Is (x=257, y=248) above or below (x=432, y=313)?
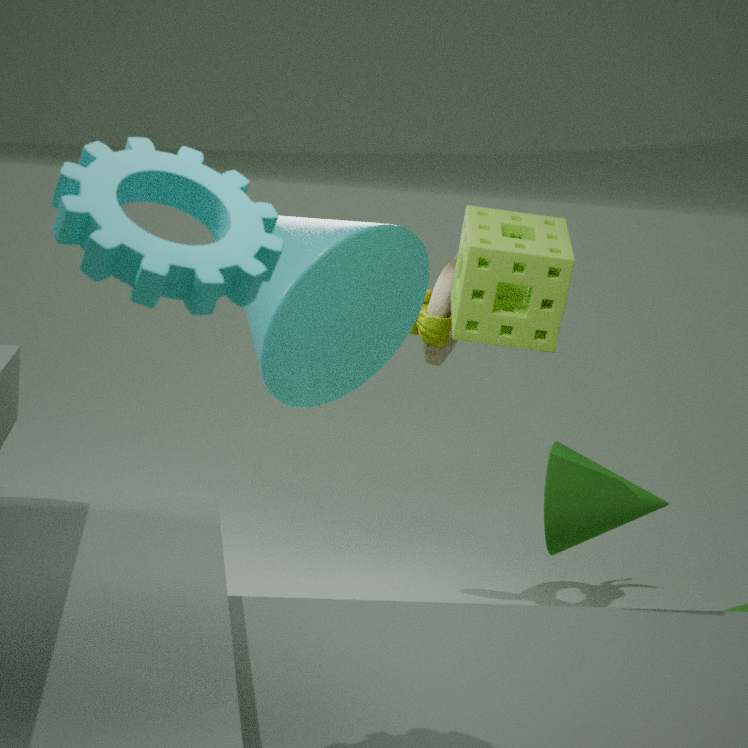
above
